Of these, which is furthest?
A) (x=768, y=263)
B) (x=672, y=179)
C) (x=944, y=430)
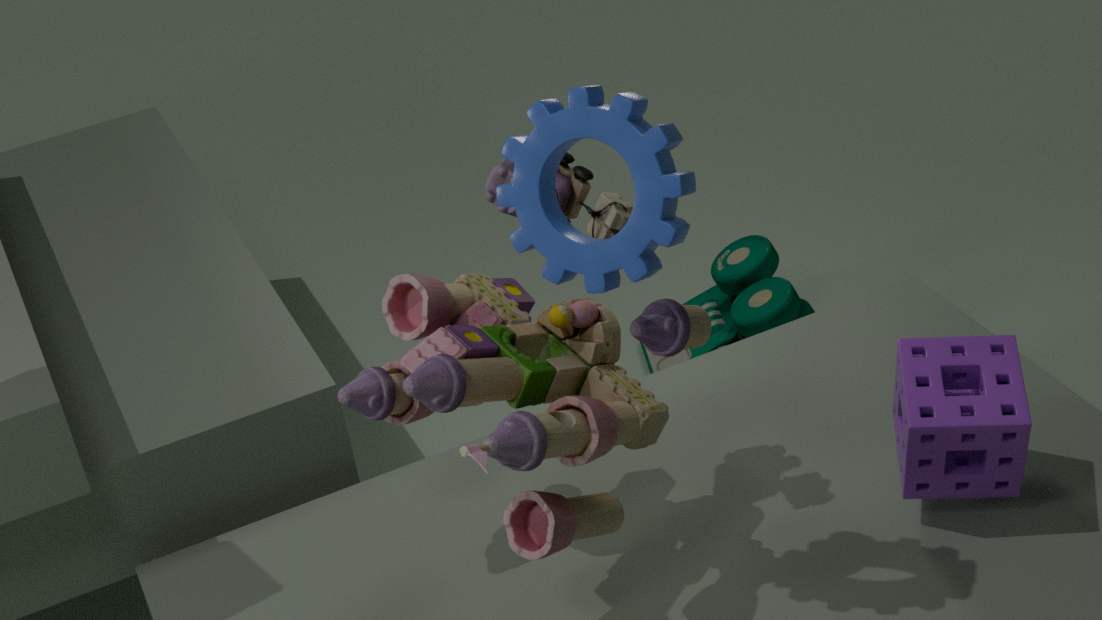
(x=768, y=263)
